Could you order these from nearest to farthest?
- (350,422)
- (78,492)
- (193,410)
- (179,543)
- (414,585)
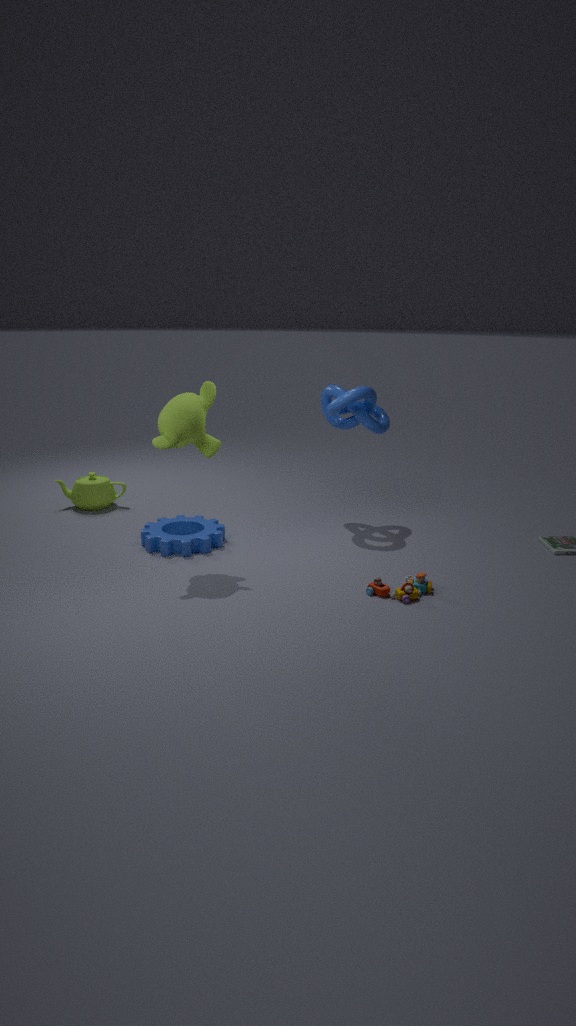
(414,585)
(193,410)
(179,543)
(350,422)
(78,492)
